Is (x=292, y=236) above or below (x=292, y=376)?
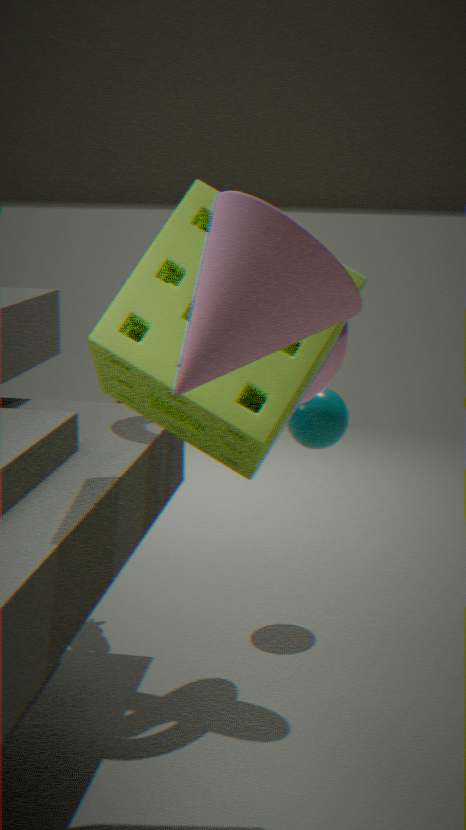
above
